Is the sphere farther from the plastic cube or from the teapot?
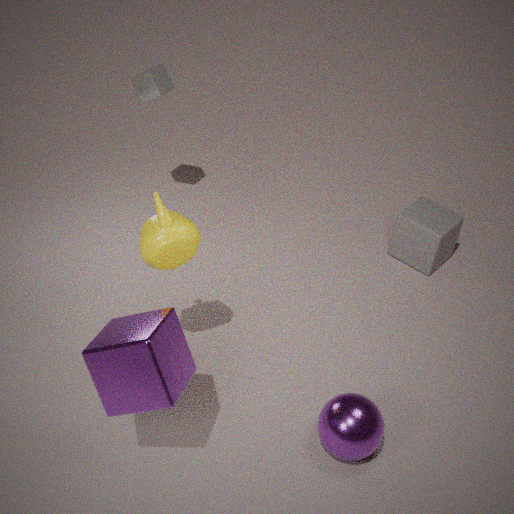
the plastic cube
